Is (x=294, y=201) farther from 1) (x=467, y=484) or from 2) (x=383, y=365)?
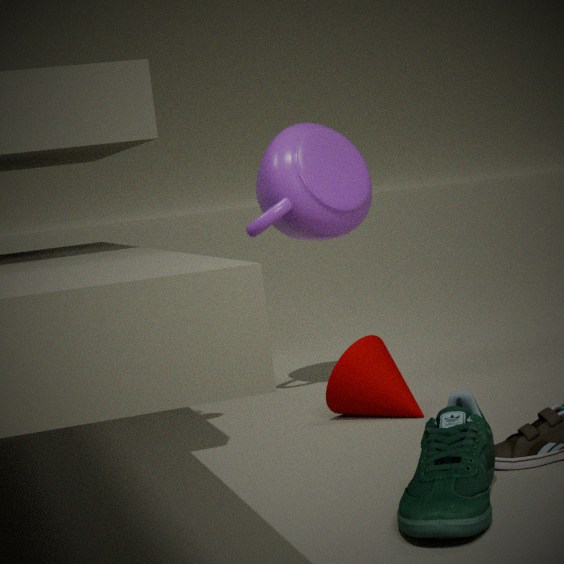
1) (x=467, y=484)
